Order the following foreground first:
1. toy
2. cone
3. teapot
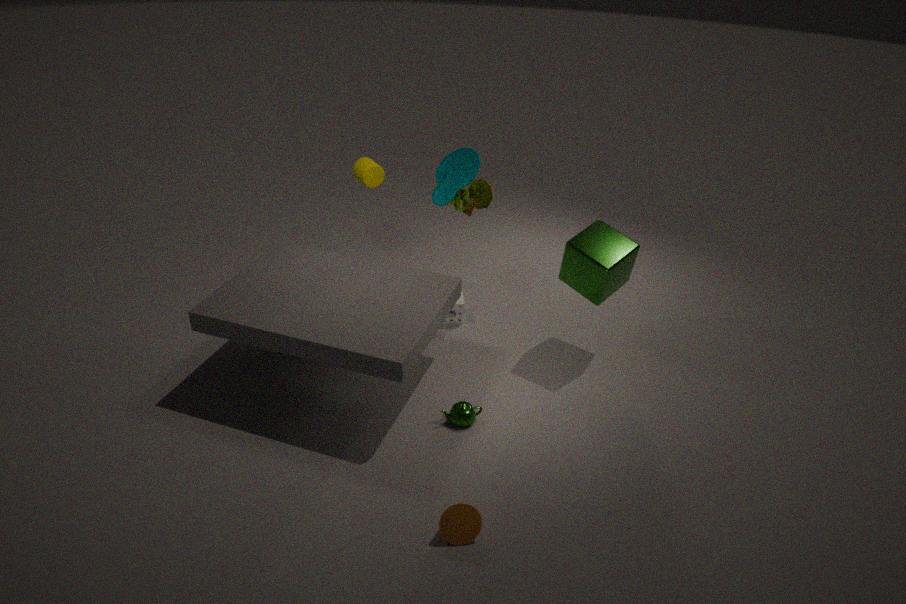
cone, teapot, toy
